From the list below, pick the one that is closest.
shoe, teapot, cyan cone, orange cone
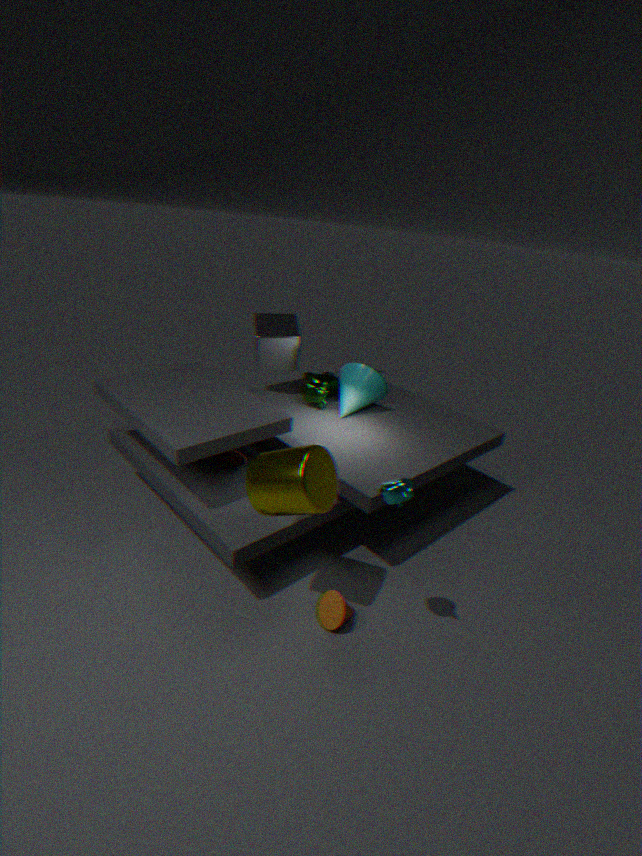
teapot
